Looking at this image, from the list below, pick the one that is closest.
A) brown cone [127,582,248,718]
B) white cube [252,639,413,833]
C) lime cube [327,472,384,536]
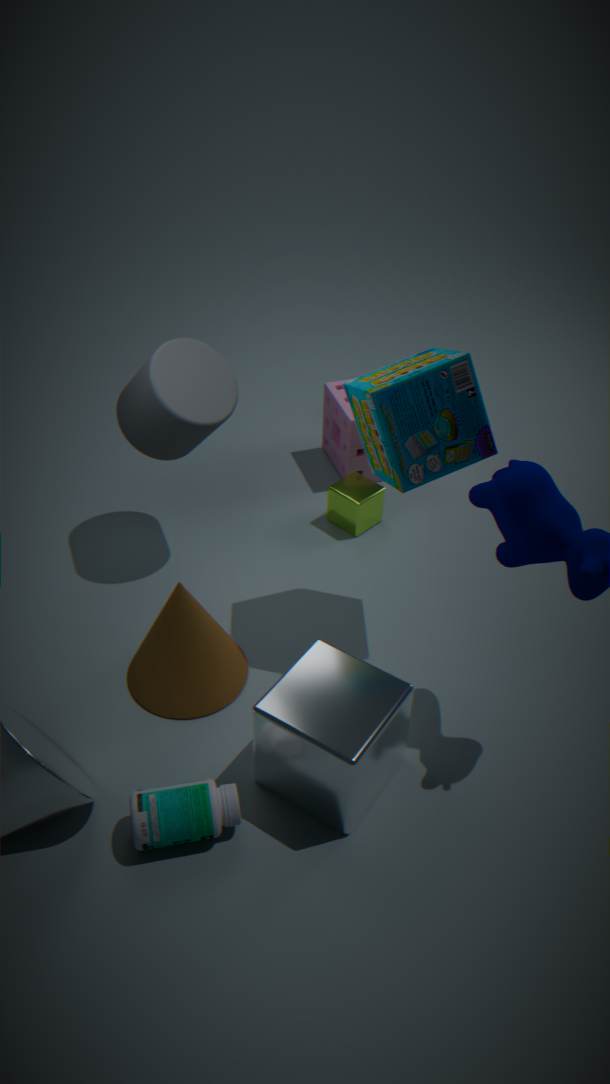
white cube [252,639,413,833]
